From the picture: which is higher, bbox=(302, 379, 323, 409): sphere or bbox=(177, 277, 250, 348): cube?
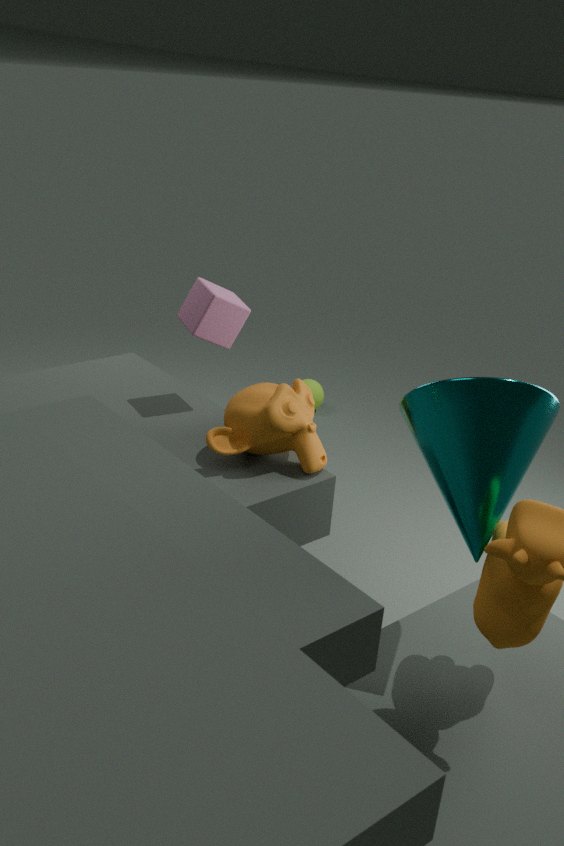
bbox=(177, 277, 250, 348): cube
